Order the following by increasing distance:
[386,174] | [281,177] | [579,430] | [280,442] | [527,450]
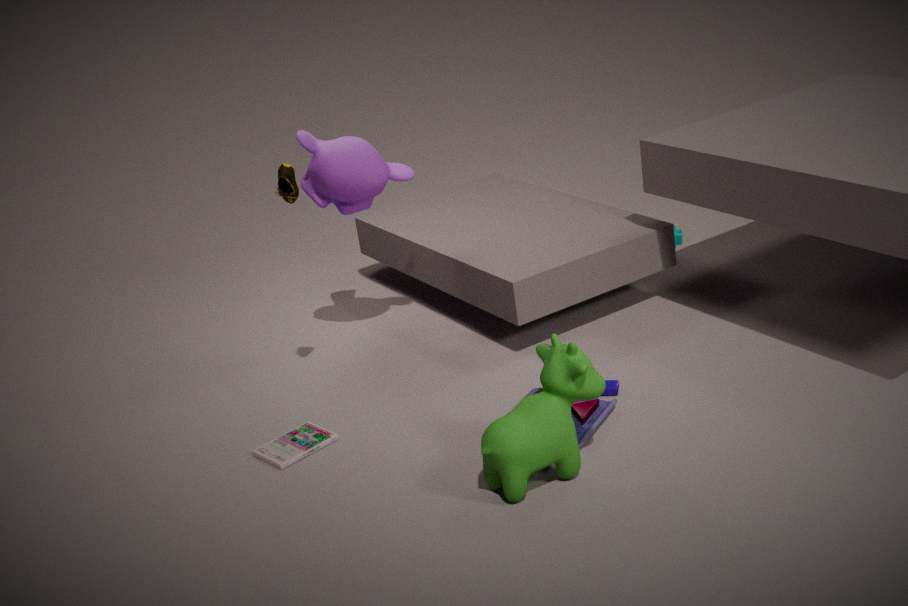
[527,450] → [579,430] → [281,177] → [280,442] → [386,174]
